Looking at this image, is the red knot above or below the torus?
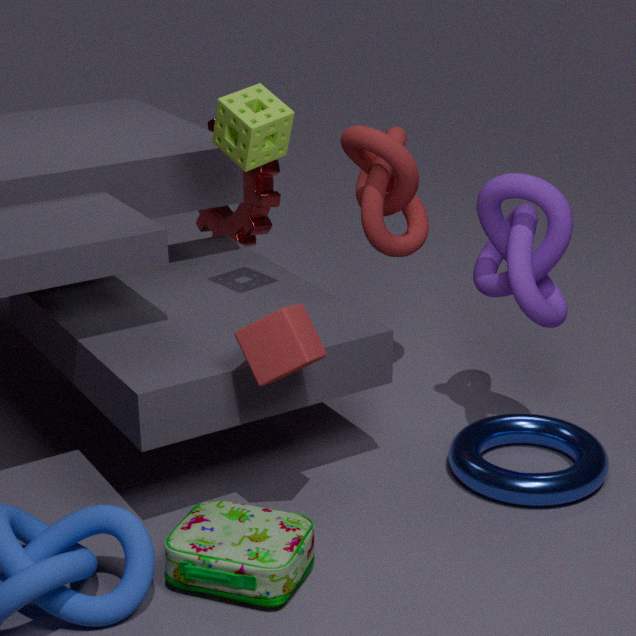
above
